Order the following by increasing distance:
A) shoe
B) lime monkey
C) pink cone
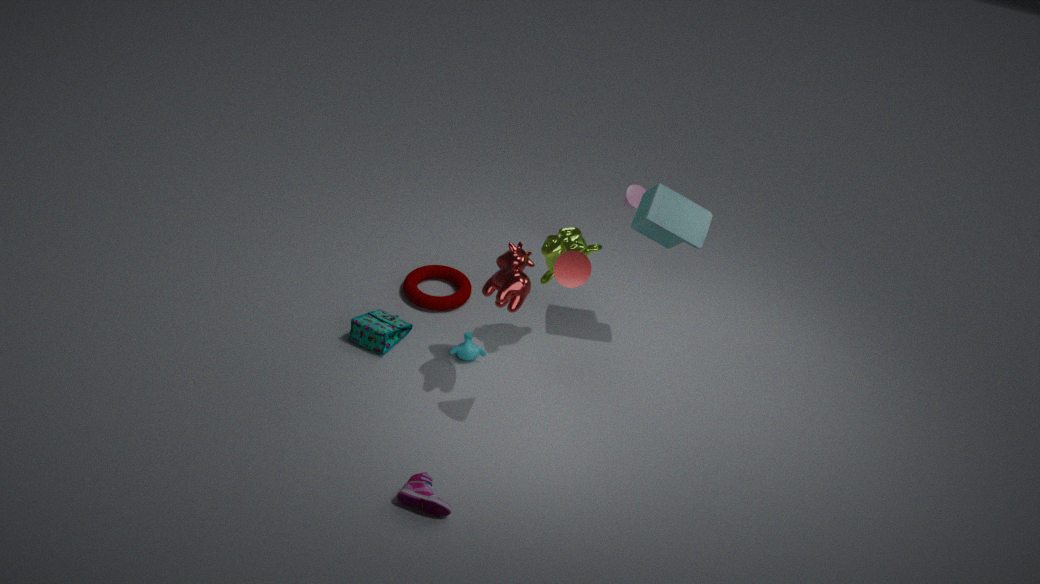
shoe < lime monkey < pink cone
